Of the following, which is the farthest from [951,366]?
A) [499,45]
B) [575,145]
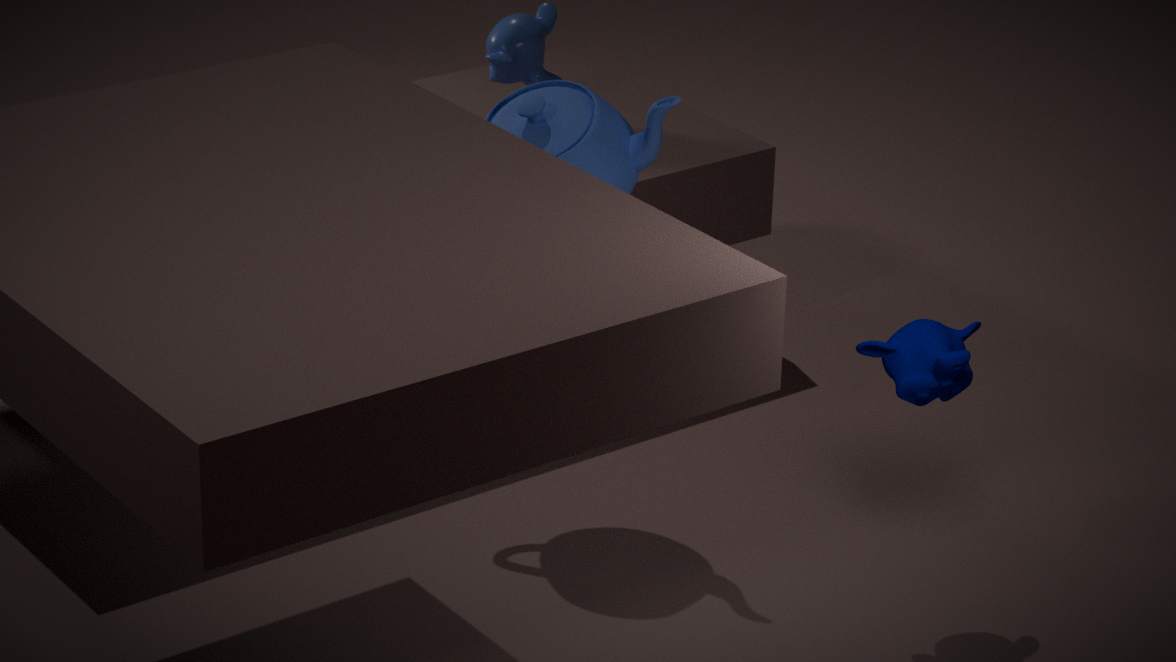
[499,45]
